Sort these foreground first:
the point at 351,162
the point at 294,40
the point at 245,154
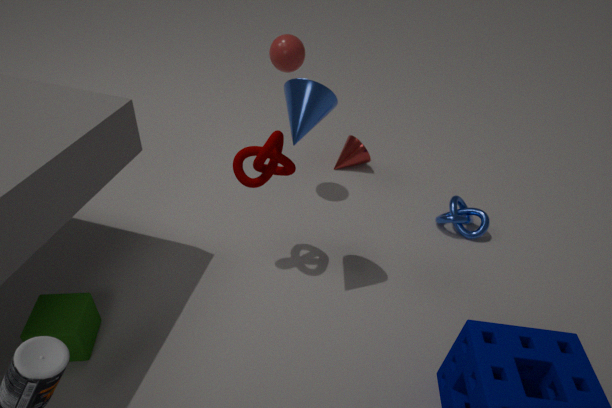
the point at 245,154
the point at 294,40
the point at 351,162
